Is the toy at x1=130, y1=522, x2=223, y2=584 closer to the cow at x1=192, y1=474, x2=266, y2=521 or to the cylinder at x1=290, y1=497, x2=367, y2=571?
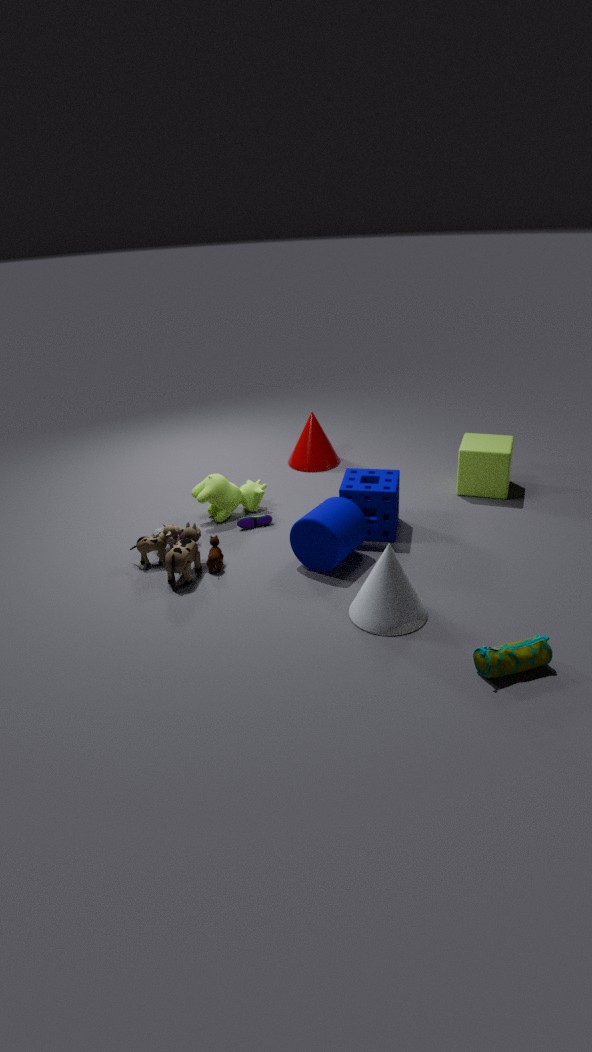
the cow at x1=192, y1=474, x2=266, y2=521
